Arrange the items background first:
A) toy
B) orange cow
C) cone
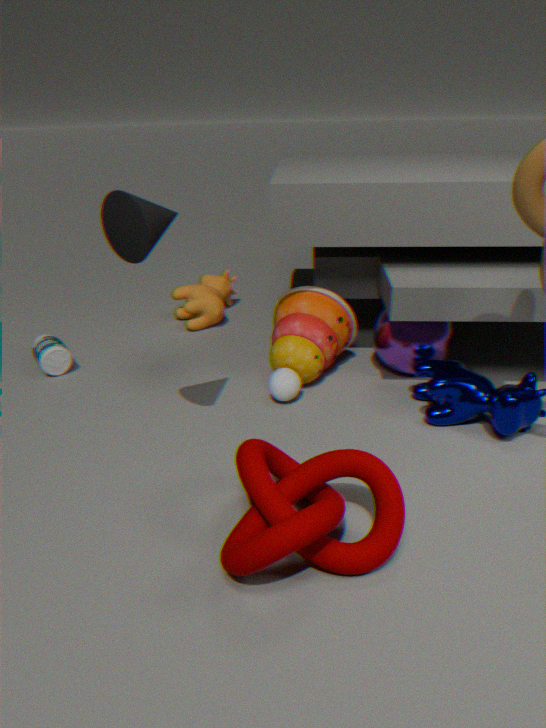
orange cow, toy, cone
